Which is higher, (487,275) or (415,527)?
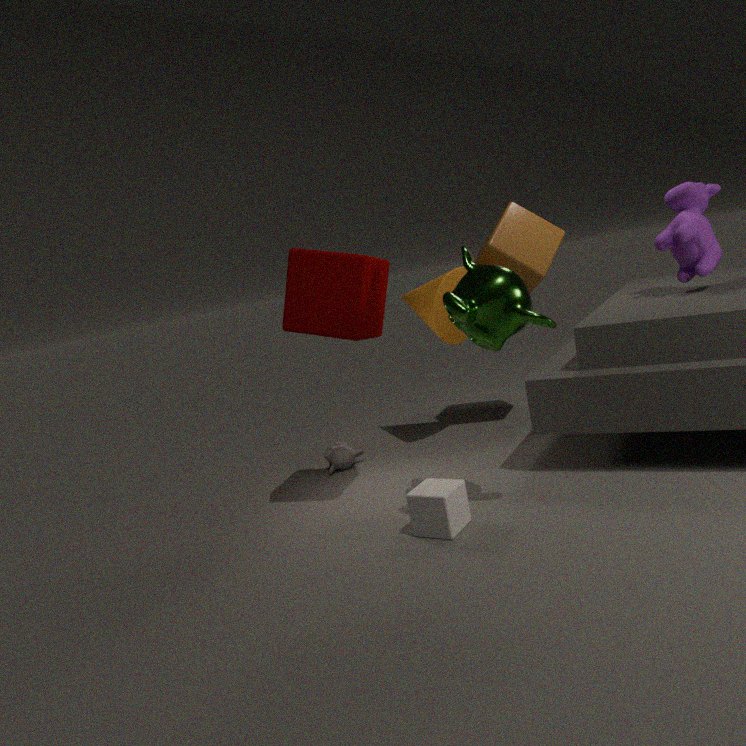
(487,275)
